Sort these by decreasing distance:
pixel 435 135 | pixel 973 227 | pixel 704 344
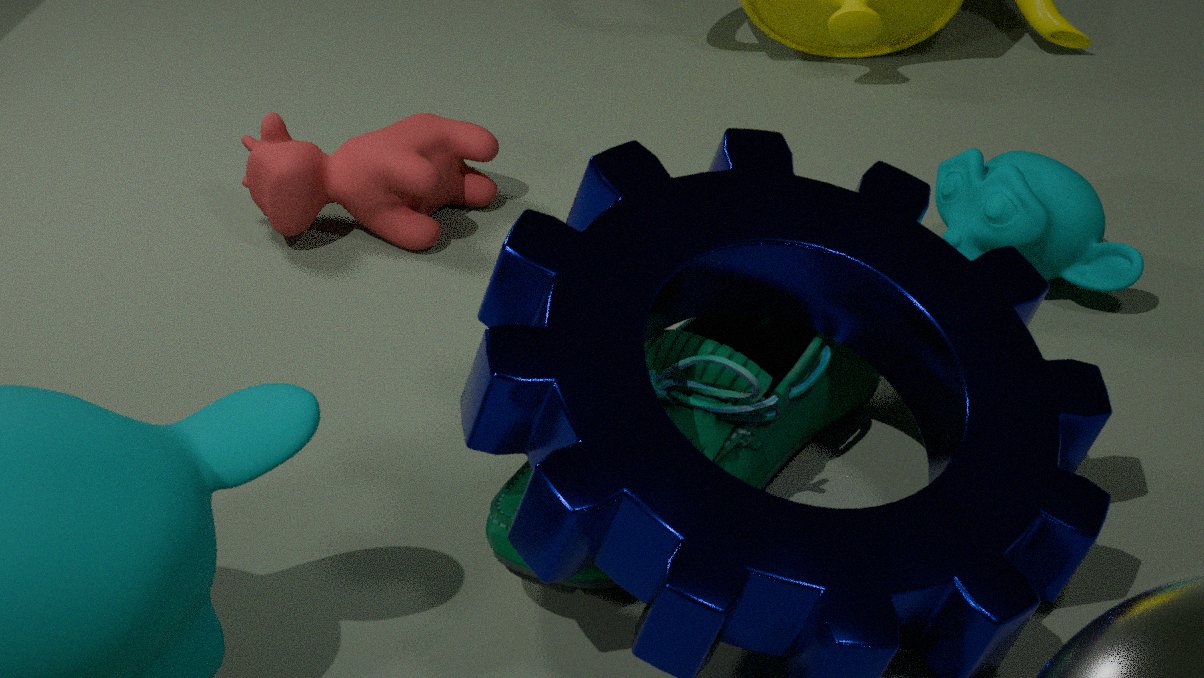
pixel 435 135 < pixel 973 227 < pixel 704 344
